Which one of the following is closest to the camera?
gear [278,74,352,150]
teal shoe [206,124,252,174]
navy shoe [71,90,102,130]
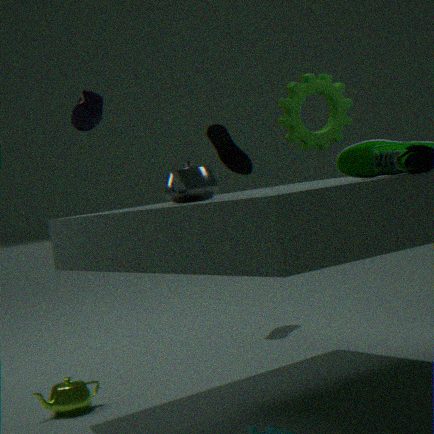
navy shoe [71,90,102,130]
